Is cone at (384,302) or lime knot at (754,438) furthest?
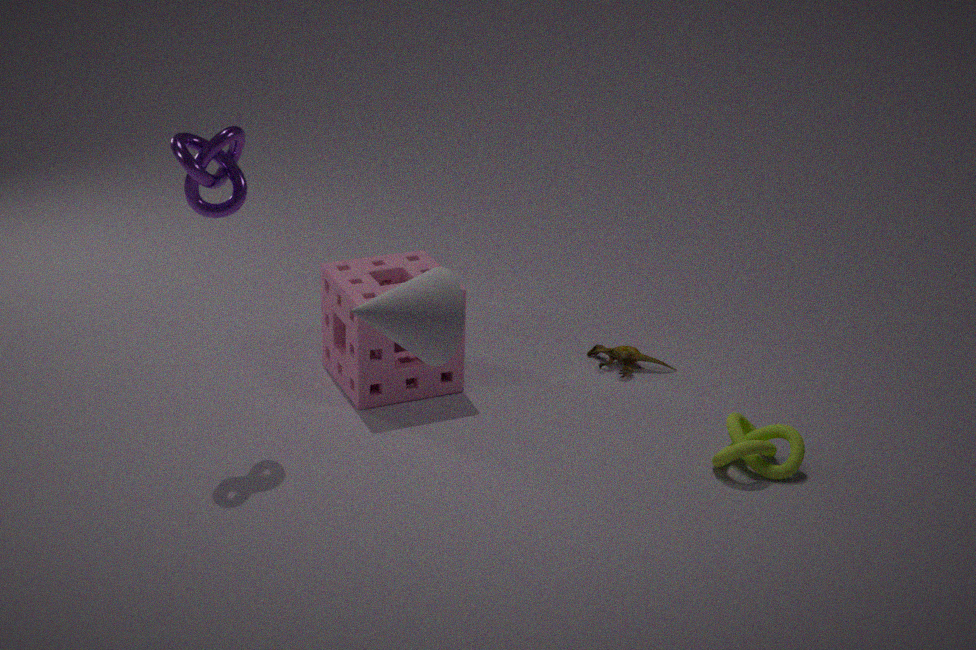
lime knot at (754,438)
